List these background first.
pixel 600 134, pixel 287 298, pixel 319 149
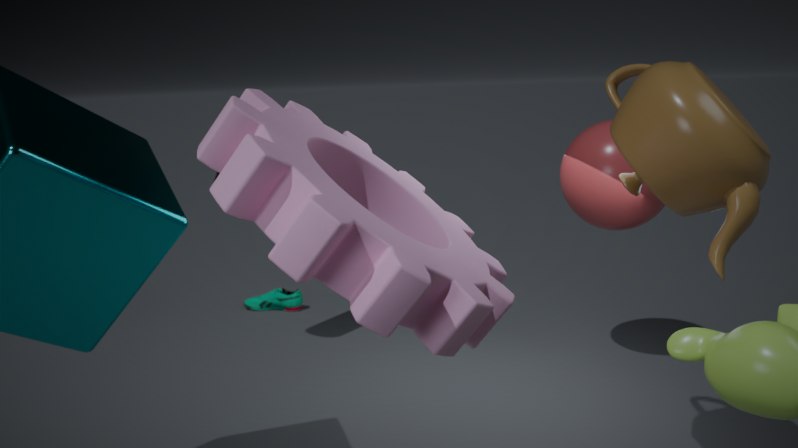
pixel 287 298 < pixel 600 134 < pixel 319 149
